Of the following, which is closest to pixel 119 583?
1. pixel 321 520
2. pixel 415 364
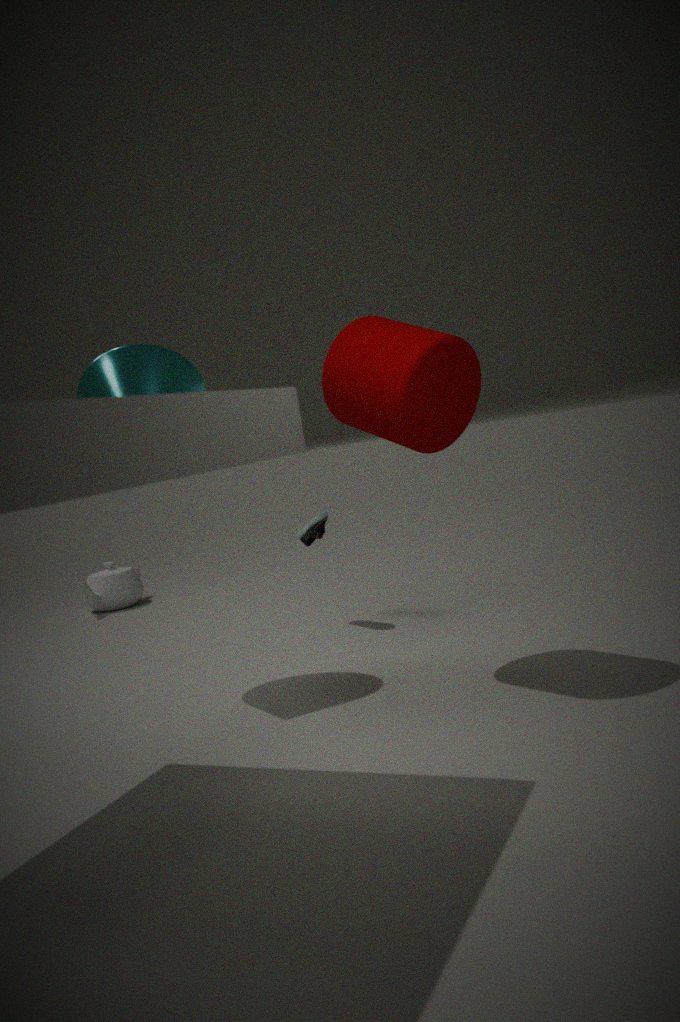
pixel 321 520
